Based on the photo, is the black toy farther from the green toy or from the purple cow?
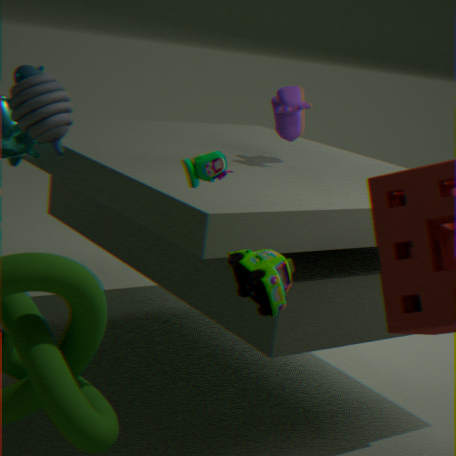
the purple cow
